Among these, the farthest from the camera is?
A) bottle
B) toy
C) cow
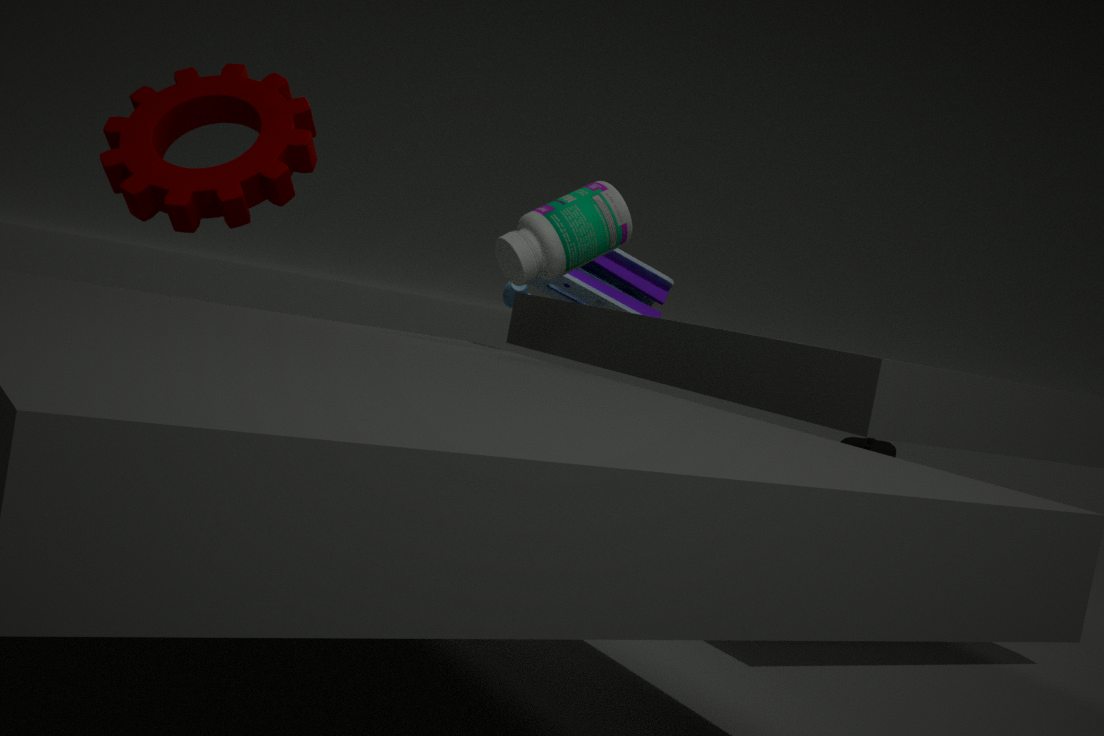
cow
